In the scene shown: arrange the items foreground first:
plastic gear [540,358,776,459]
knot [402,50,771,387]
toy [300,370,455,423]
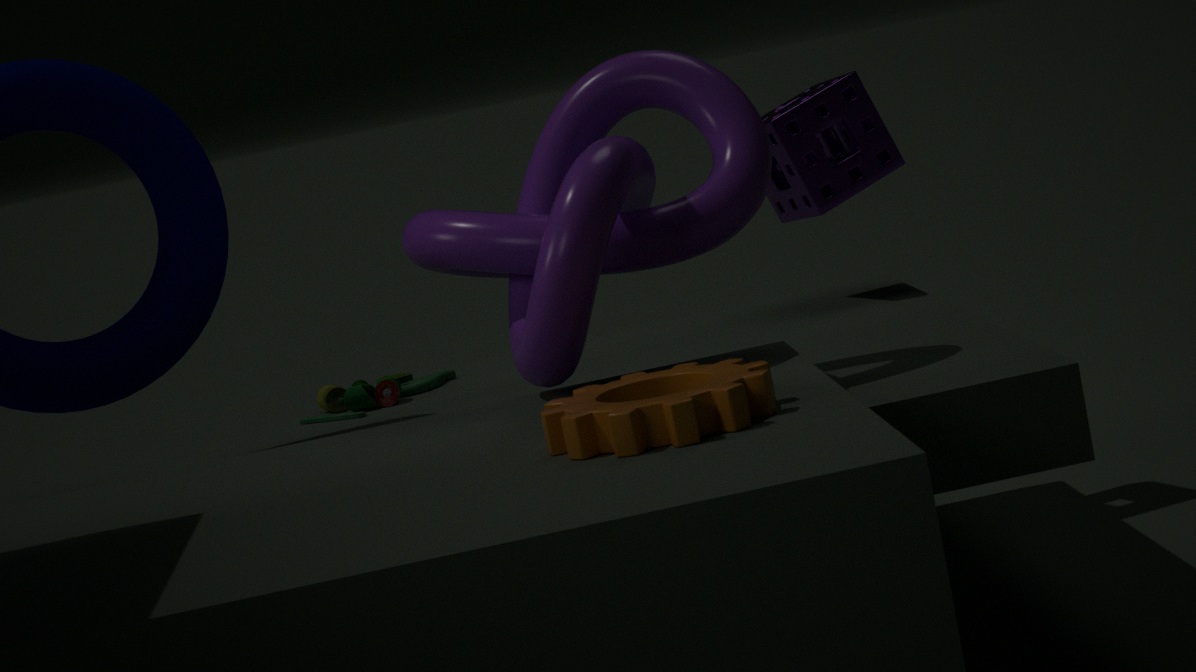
plastic gear [540,358,776,459]
knot [402,50,771,387]
toy [300,370,455,423]
